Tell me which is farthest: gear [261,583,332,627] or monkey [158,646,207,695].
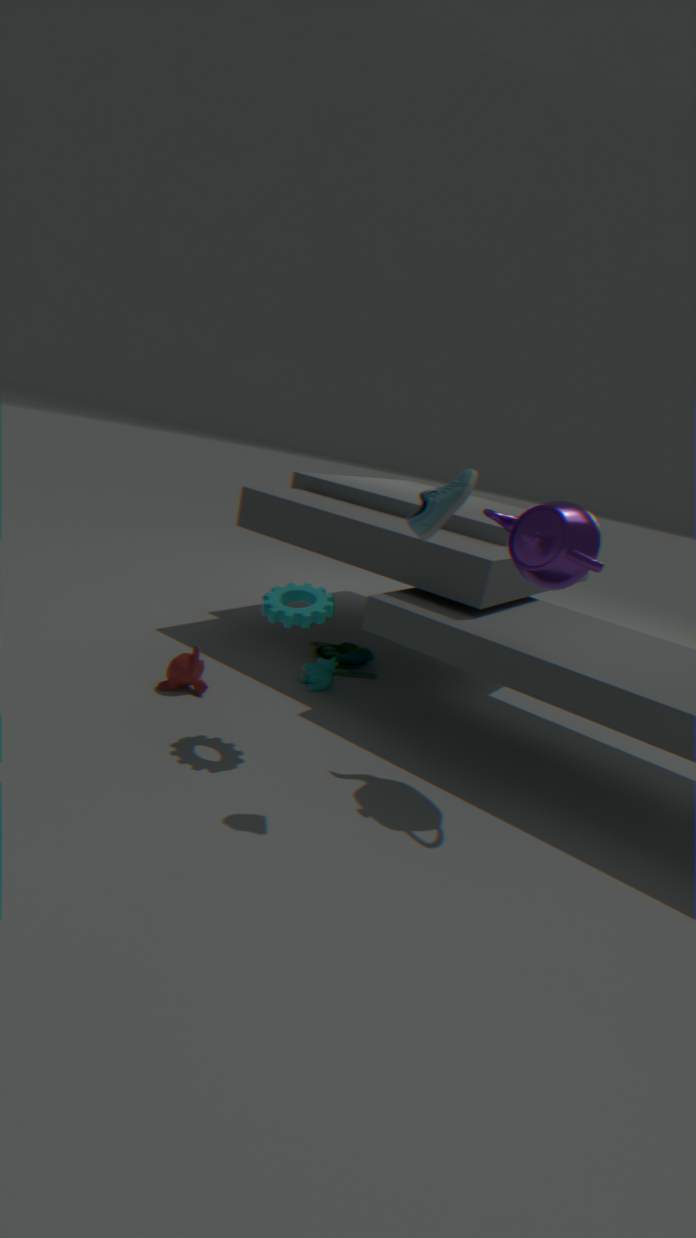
monkey [158,646,207,695]
